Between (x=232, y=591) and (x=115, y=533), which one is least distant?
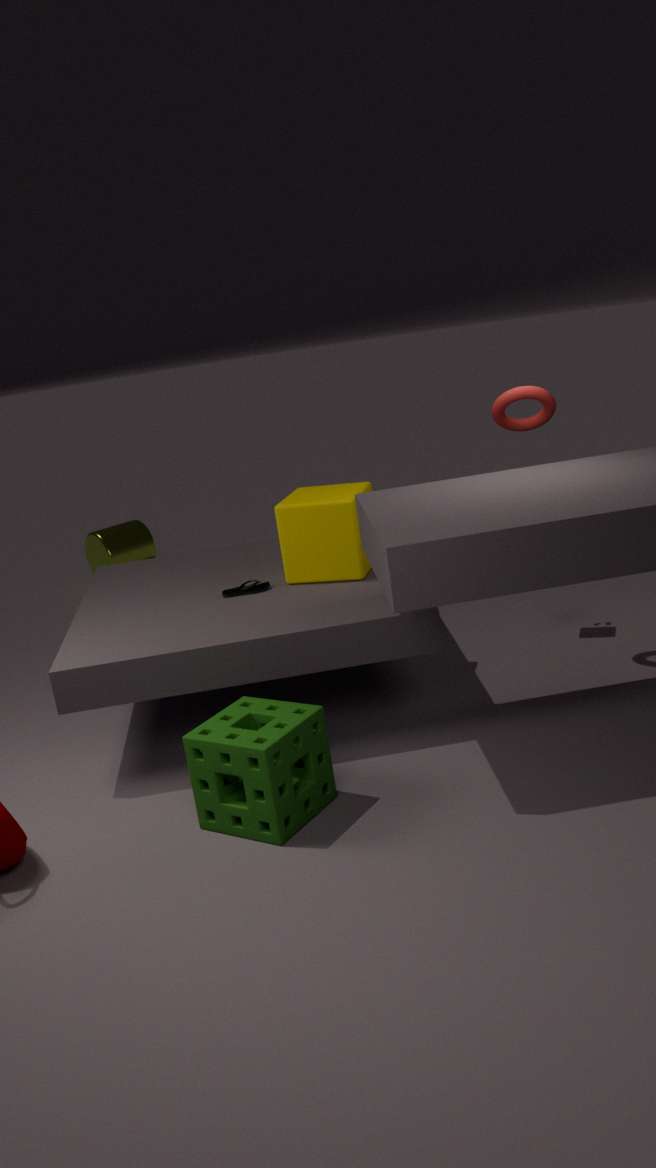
(x=232, y=591)
